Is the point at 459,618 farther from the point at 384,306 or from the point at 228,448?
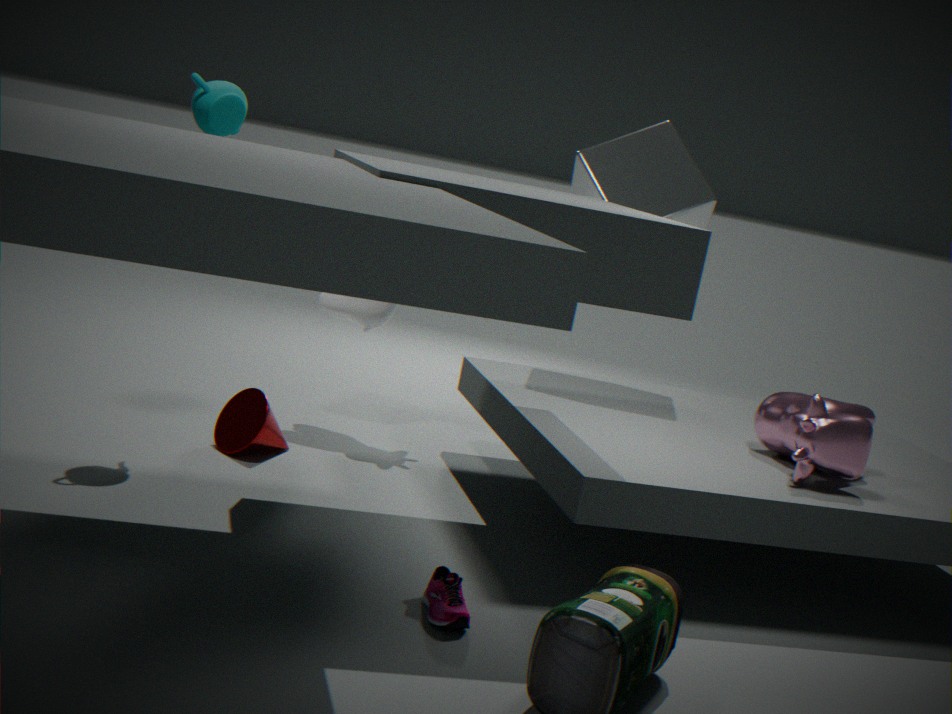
the point at 384,306
